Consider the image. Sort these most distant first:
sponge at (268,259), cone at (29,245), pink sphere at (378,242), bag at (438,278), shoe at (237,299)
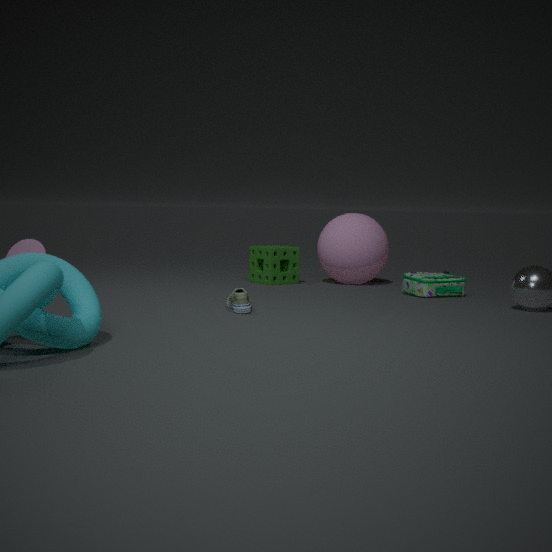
1. cone at (29,245)
2. sponge at (268,259)
3. pink sphere at (378,242)
4. bag at (438,278)
5. shoe at (237,299)
